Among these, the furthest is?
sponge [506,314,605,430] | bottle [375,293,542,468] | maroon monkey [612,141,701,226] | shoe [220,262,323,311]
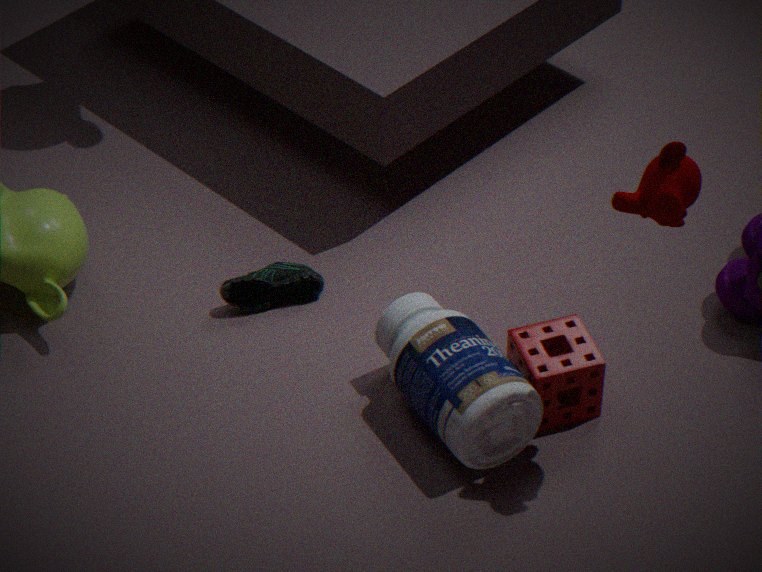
shoe [220,262,323,311]
